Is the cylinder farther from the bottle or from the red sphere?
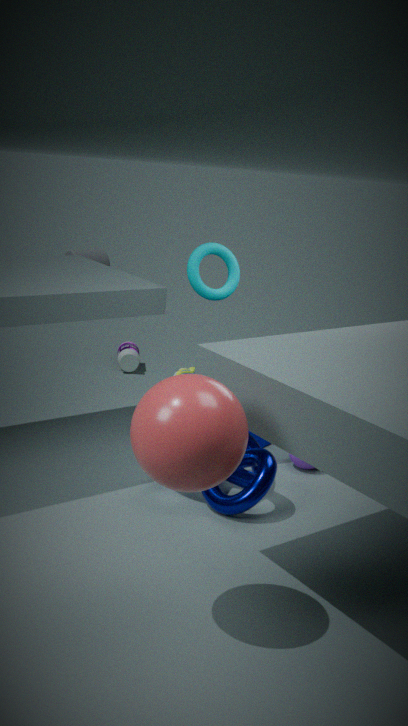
the red sphere
